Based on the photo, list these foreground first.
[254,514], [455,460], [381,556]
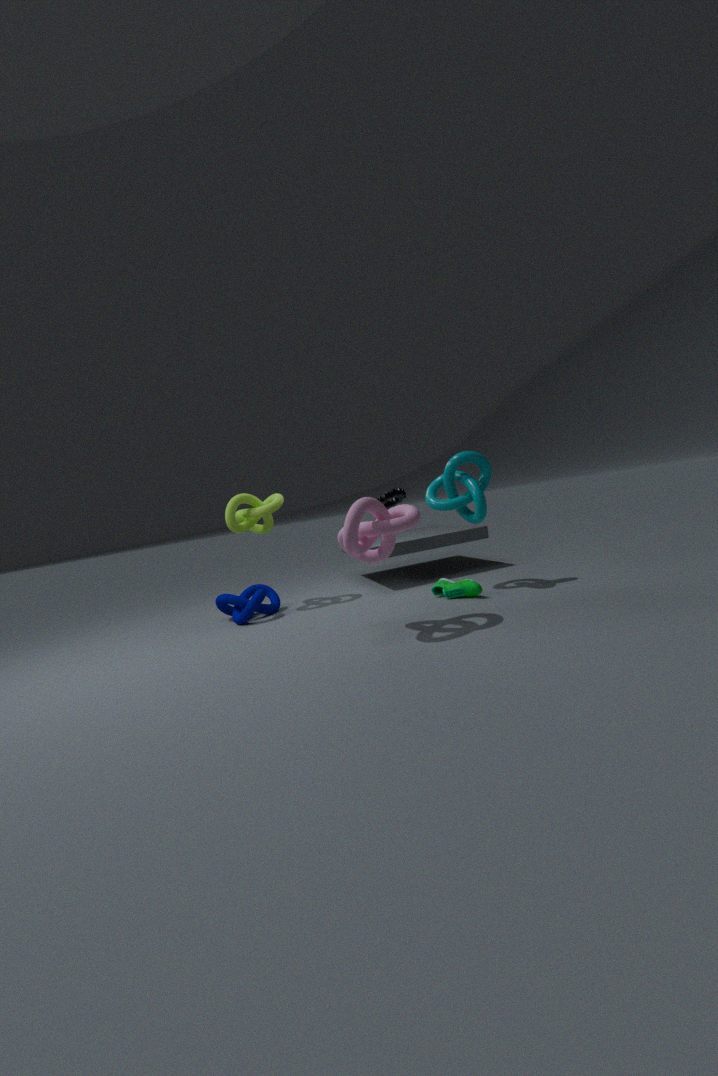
[381,556] → [455,460] → [254,514]
